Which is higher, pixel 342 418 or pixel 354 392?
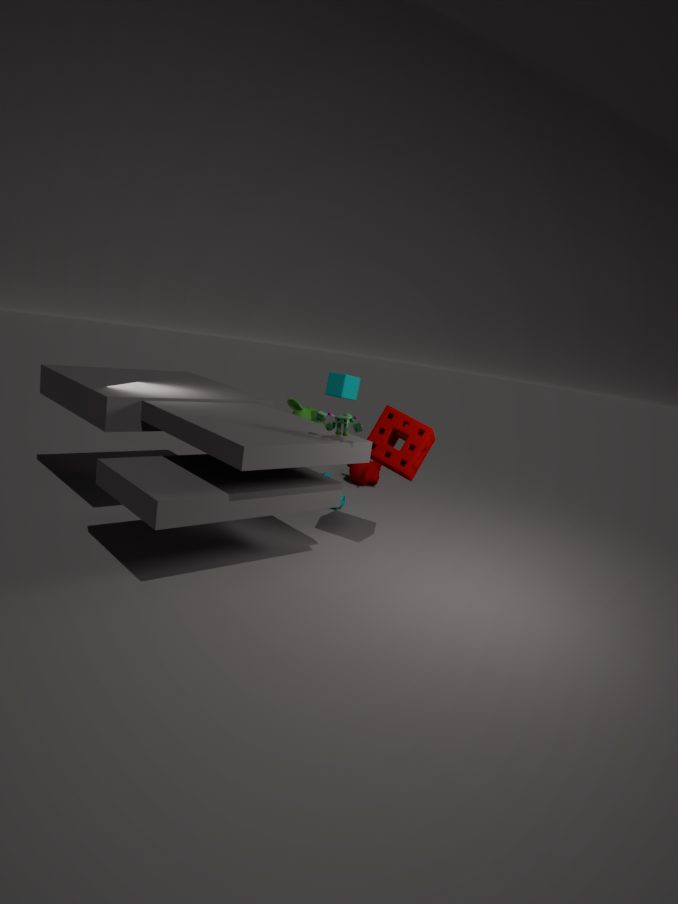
pixel 354 392
